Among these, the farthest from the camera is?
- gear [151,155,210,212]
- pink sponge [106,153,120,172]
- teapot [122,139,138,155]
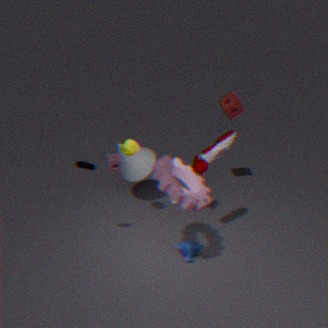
pink sponge [106,153,120,172]
